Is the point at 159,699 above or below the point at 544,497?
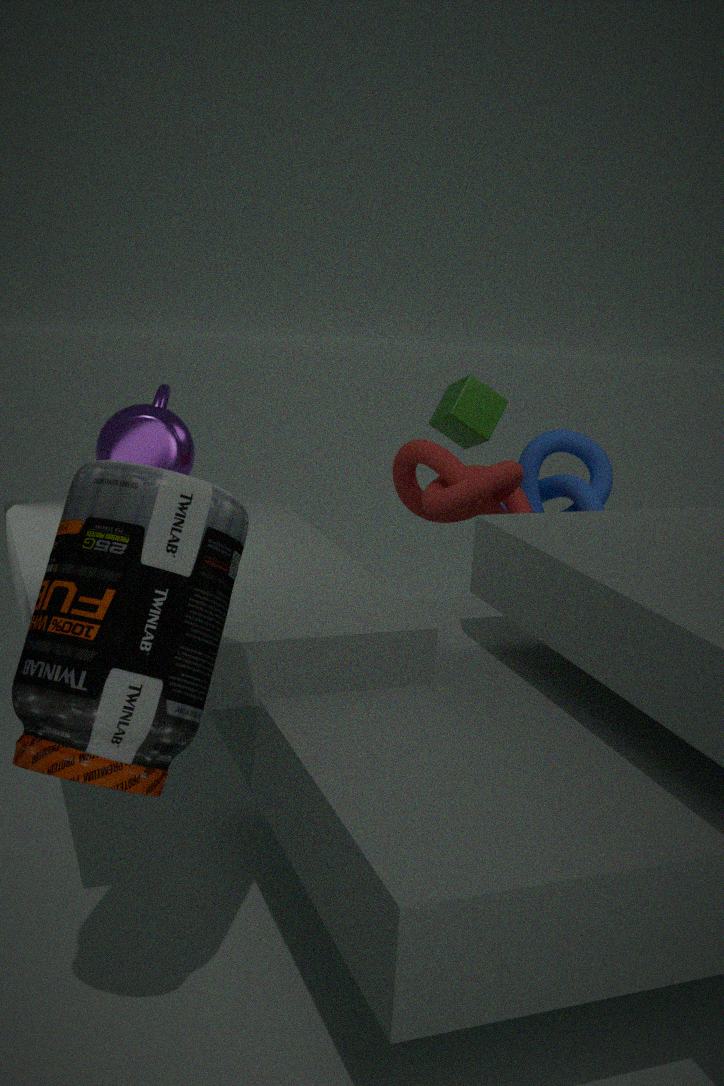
above
